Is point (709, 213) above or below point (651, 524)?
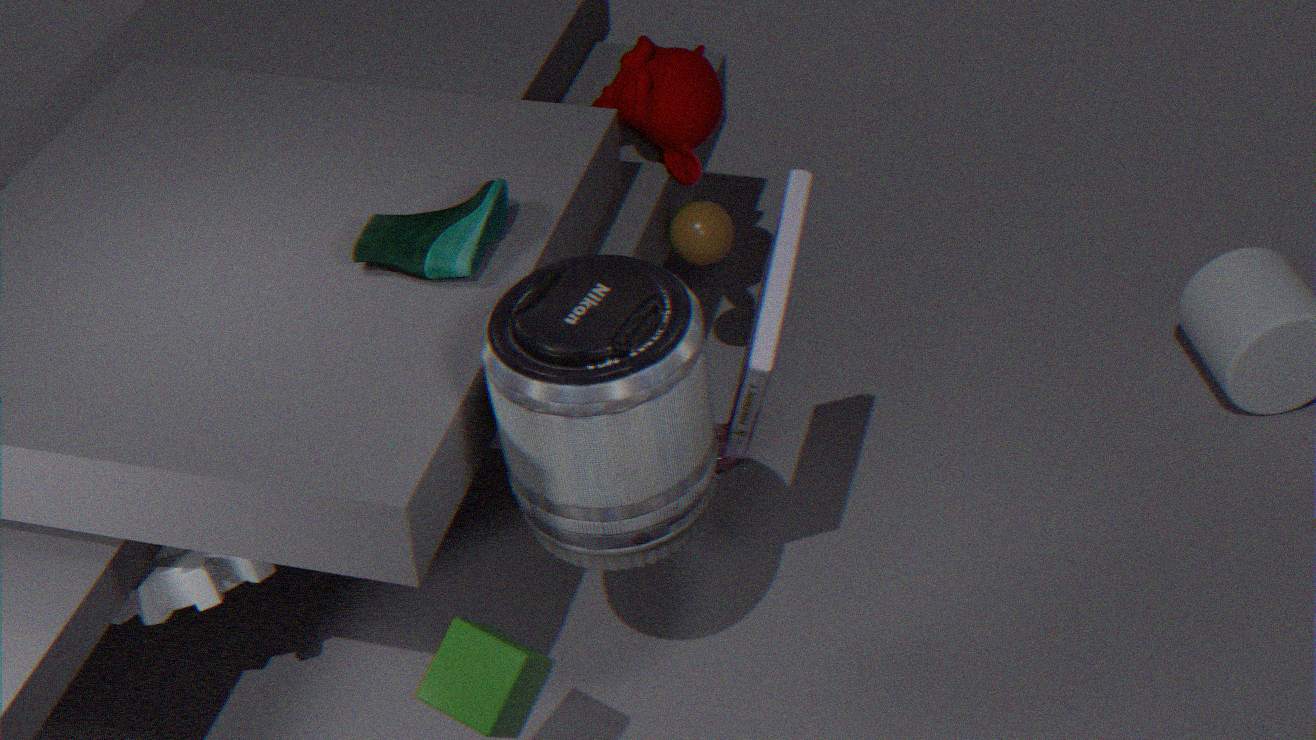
below
